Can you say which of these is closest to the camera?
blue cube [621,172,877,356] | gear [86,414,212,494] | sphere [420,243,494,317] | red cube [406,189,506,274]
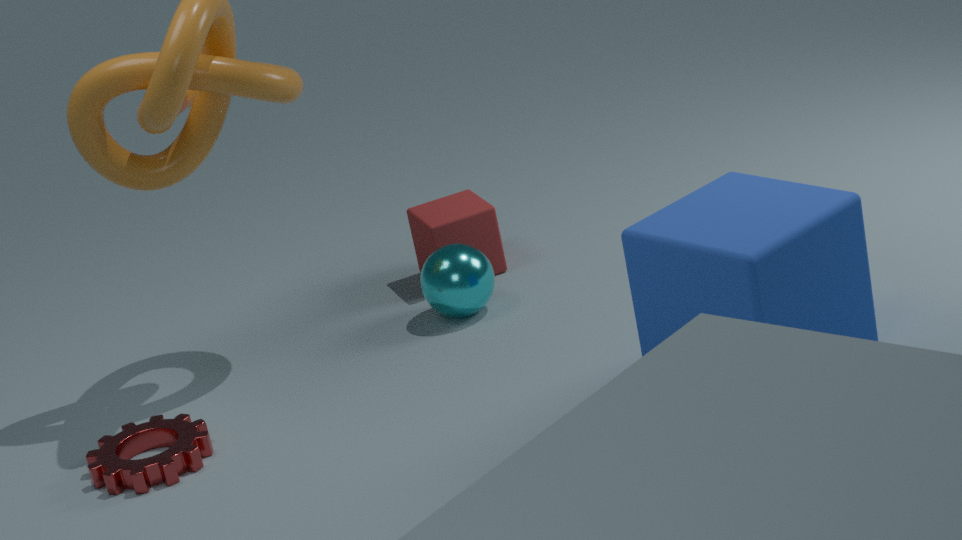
blue cube [621,172,877,356]
